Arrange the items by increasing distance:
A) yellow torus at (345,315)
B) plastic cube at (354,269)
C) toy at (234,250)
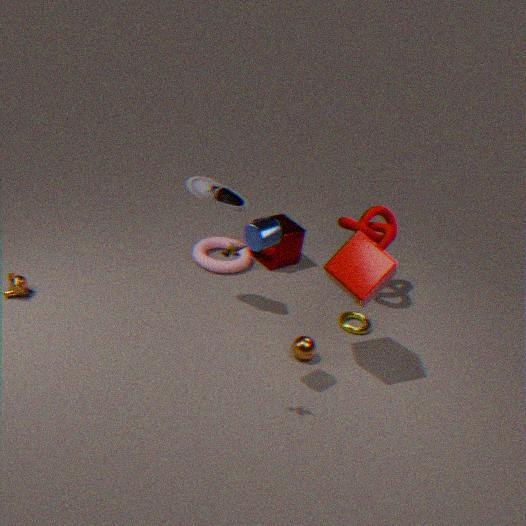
1. toy at (234,250)
2. plastic cube at (354,269)
3. yellow torus at (345,315)
